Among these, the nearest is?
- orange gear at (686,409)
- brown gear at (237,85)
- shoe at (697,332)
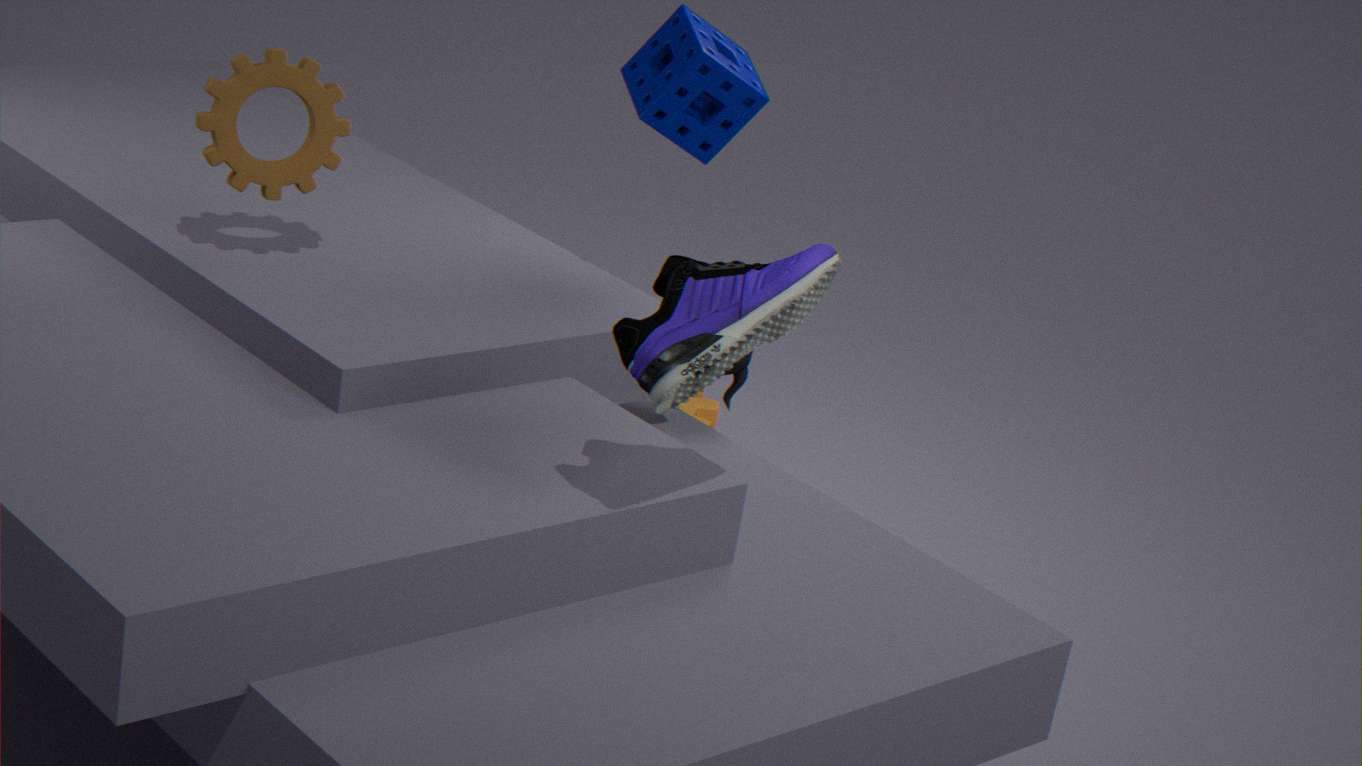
A: shoe at (697,332)
